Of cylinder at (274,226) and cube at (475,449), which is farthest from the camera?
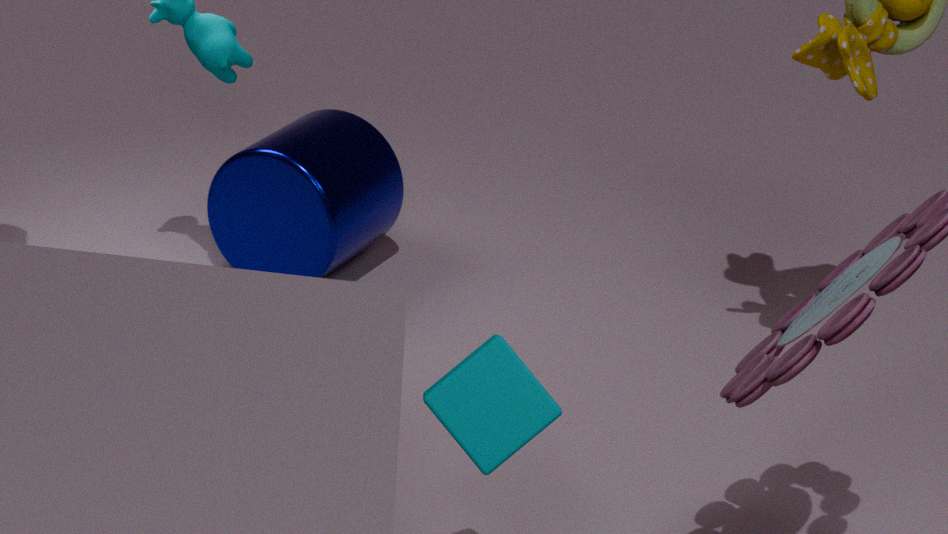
cylinder at (274,226)
